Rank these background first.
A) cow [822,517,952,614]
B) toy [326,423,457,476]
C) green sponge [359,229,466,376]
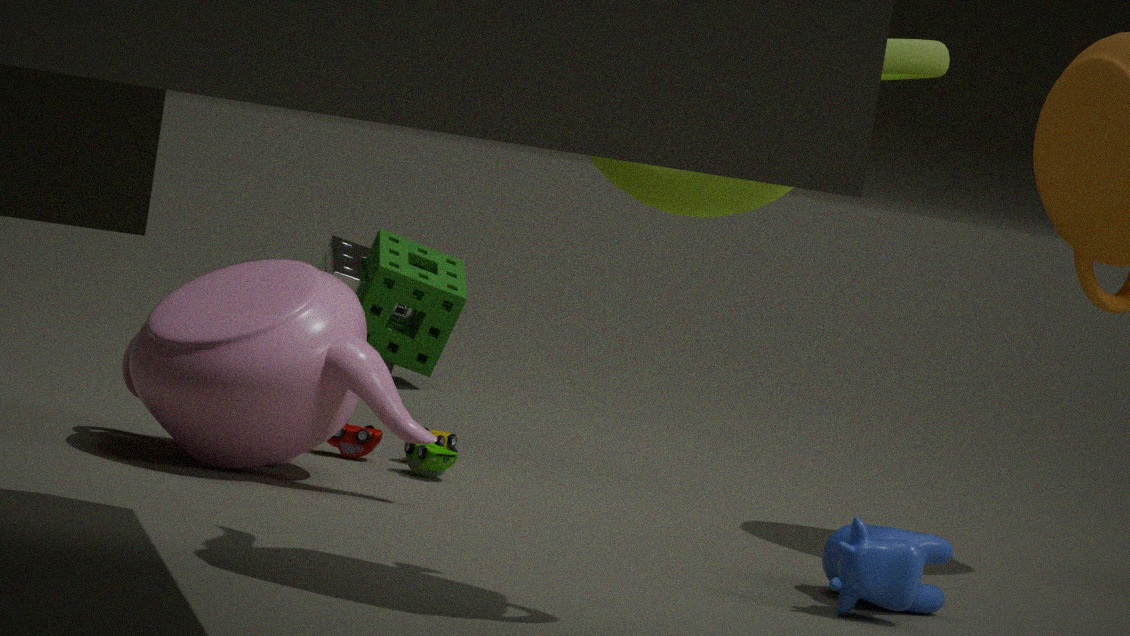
green sponge [359,229,466,376]
toy [326,423,457,476]
cow [822,517,952,614]
